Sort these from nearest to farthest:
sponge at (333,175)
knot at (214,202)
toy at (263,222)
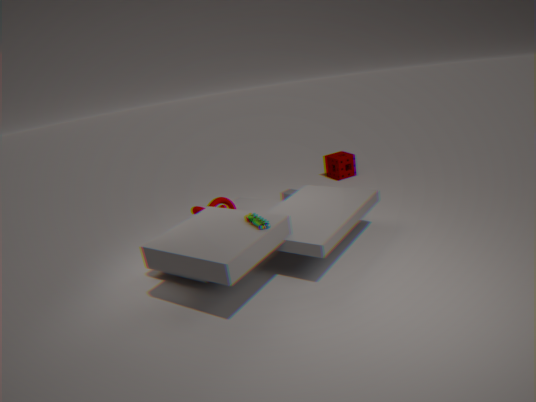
toy at (263,222), knot at (214,202), sponge at (333,175)
